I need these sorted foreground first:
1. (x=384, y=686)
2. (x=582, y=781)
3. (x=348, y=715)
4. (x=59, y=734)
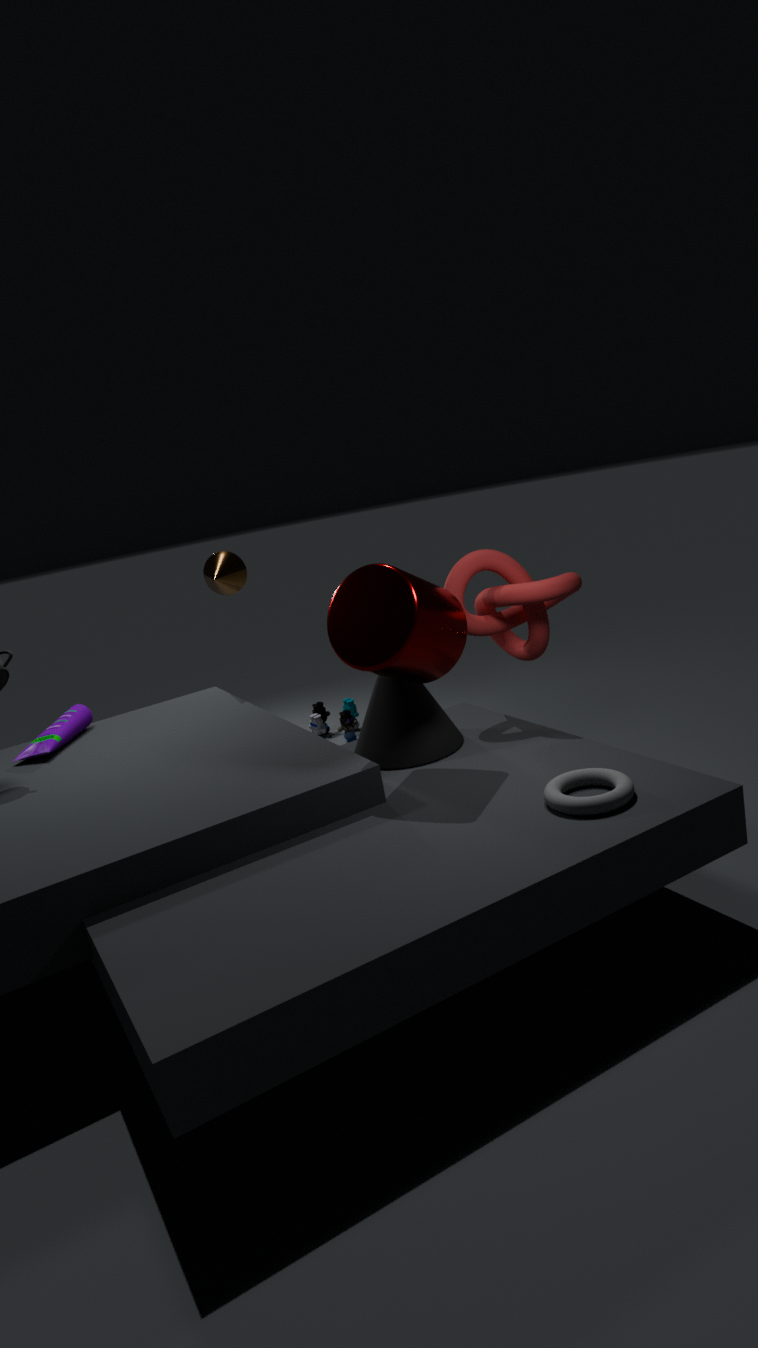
(x=582, y=781), (x=384, y=686), (x=59, y=734), (x=348, y=715)
